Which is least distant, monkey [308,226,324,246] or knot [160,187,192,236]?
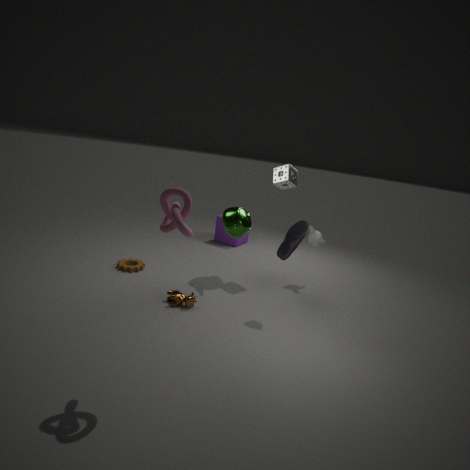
knot [160,187,192,236]
